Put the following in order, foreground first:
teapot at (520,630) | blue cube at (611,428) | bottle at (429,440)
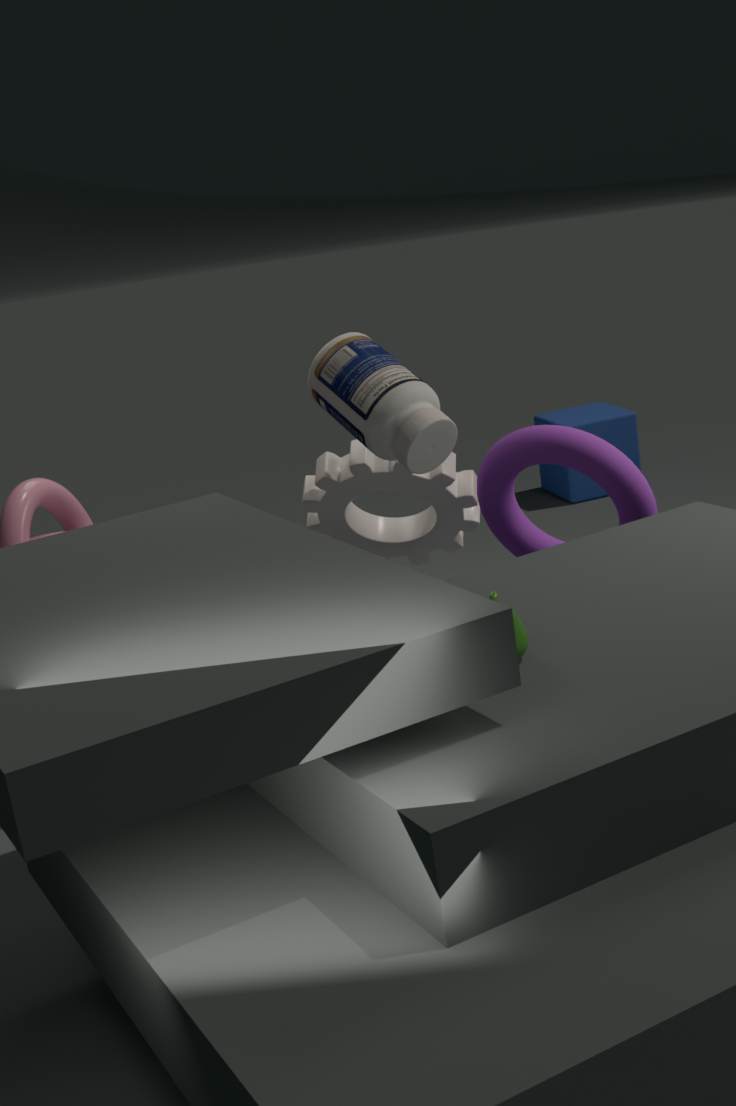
teapot at (520,630), bottle at (429,440), blue cube at (611,428)
